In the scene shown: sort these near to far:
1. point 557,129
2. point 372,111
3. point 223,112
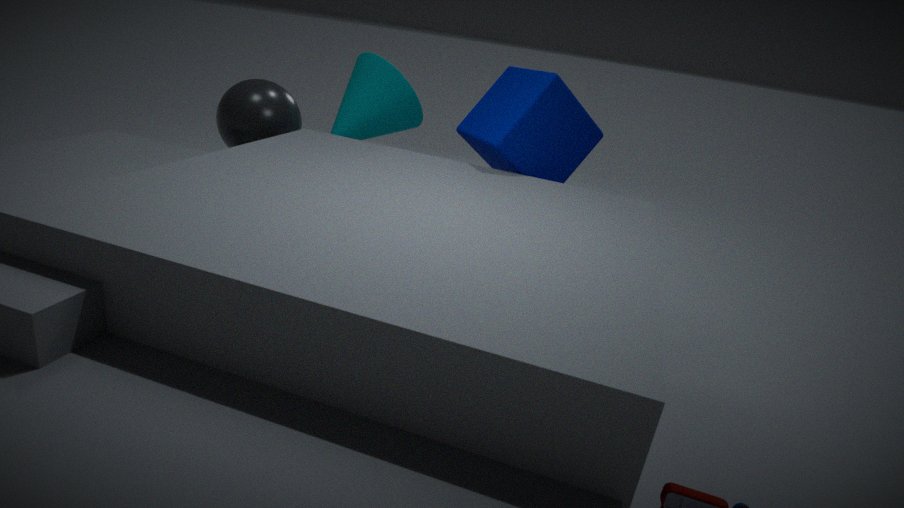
point 557,129 → point 223,112 → point 372,111
